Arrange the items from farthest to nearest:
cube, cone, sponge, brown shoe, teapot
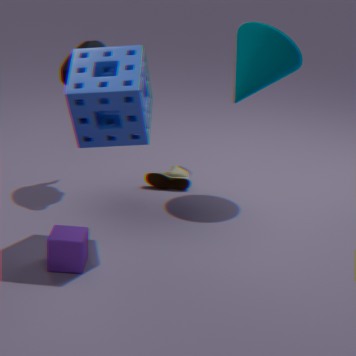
brown shoe, teapot, cone, cube, sponge
